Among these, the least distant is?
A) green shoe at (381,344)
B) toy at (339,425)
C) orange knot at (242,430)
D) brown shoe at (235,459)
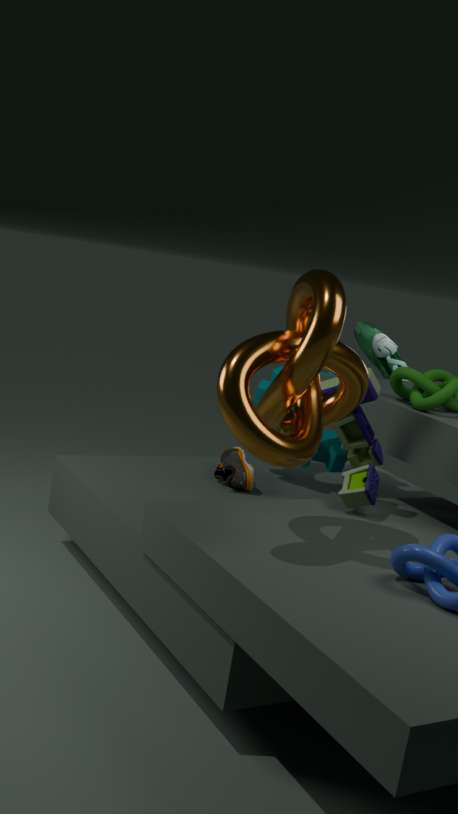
orange knot at (242,430)
